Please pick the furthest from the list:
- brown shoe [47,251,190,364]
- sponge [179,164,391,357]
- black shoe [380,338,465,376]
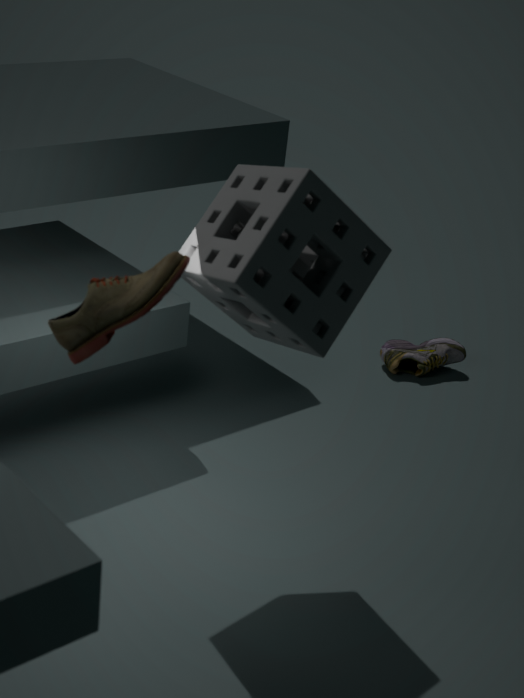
A: black shoe [380,338,465,376]
